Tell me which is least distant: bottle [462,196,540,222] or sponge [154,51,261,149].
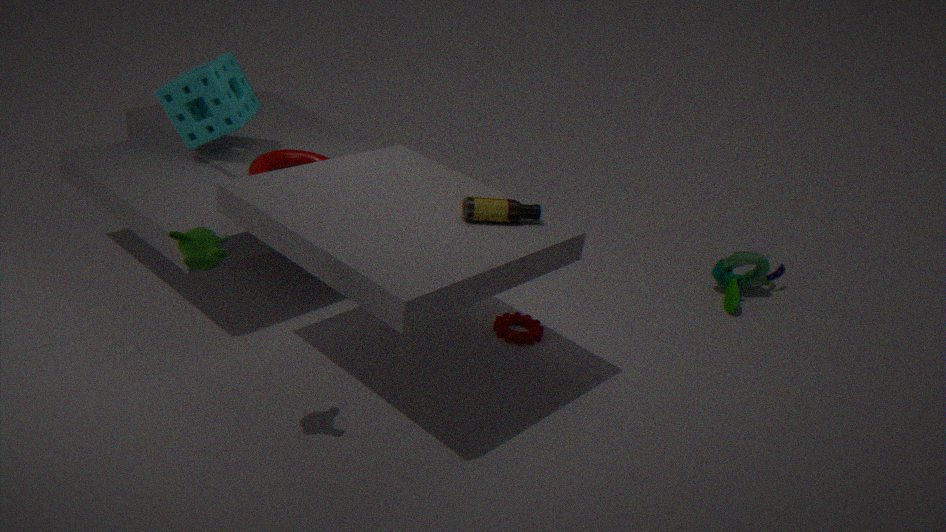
bottle [462,196,540,222]
